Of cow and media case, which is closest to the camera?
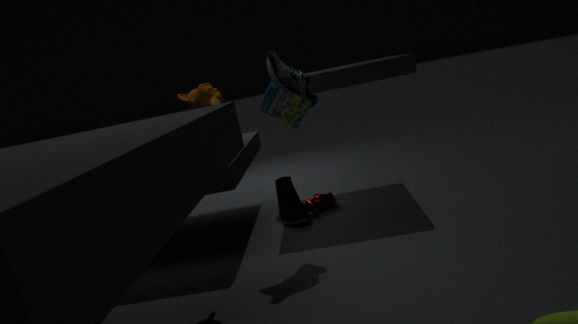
media case
